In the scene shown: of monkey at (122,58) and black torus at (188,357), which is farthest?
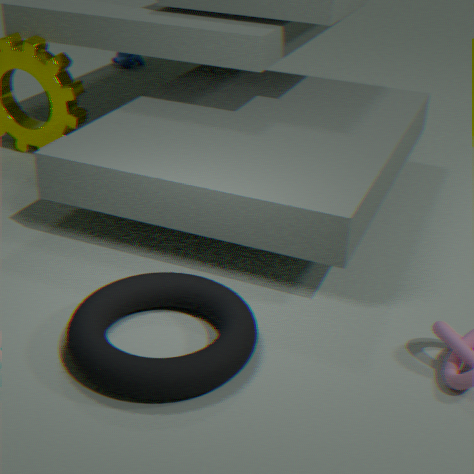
monkey at (122,58)
